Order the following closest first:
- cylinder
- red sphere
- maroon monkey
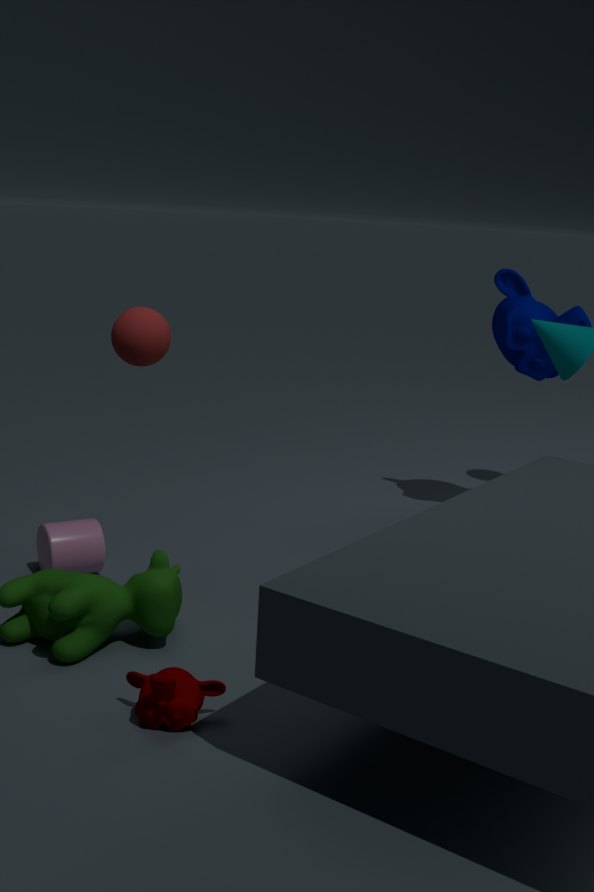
maroon monkey → red sphere → cylinder
